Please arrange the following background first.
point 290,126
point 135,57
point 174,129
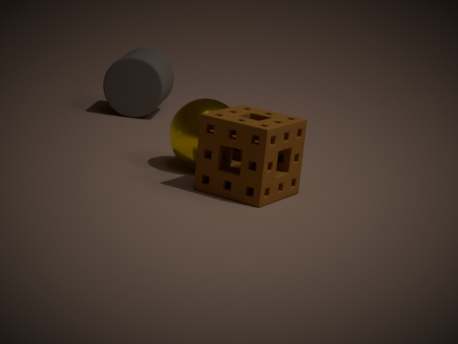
point 135,57 → point 174,129 → point 290,126
